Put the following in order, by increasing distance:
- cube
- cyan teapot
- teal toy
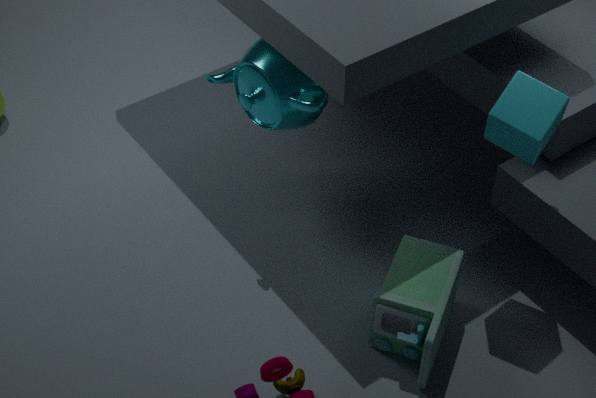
cube < teal toy < cyan teapot
